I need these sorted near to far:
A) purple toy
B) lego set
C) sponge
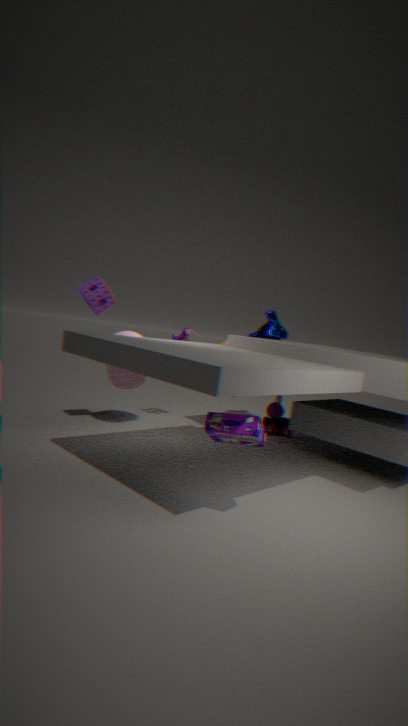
lego set → sponge → purple toy
